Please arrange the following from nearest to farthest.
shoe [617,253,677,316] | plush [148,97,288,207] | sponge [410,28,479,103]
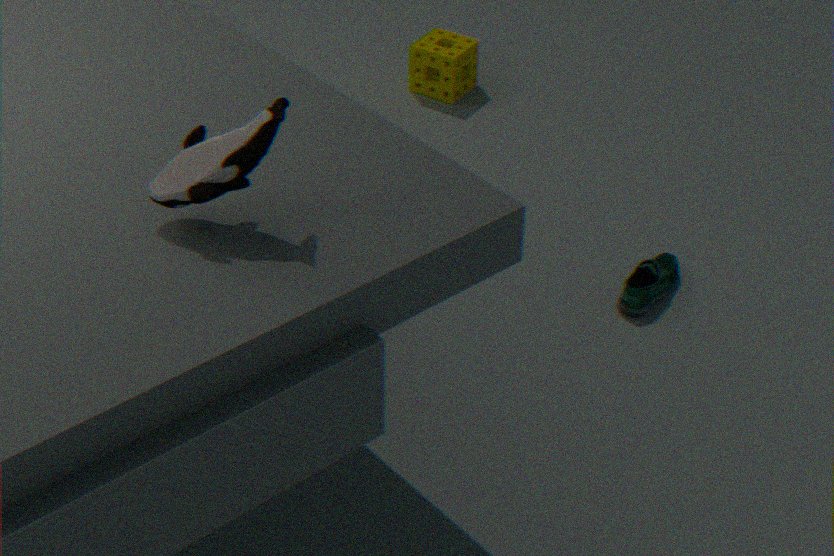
plush [148,97,288,207], shoe [617,253,677,316], sponge [410,28,479,103]
